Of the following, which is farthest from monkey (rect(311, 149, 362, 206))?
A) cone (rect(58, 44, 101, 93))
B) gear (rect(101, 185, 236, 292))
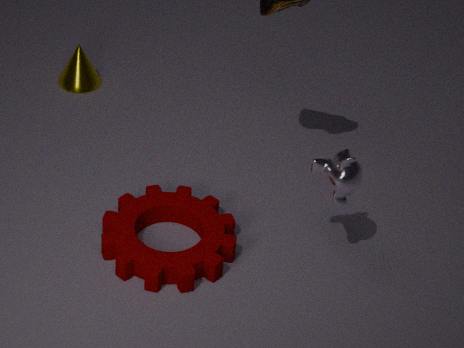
cone (rect(58, 44, 101, 93))
